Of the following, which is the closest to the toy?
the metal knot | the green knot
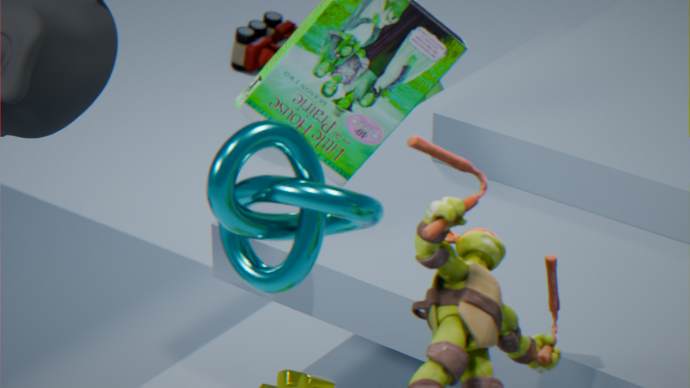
the green knot
